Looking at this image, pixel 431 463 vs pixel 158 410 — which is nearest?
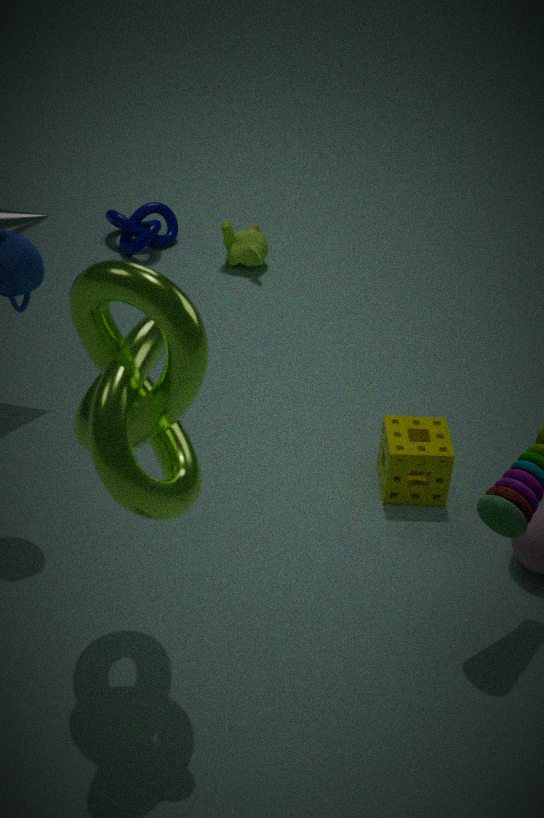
pixel 158 410
